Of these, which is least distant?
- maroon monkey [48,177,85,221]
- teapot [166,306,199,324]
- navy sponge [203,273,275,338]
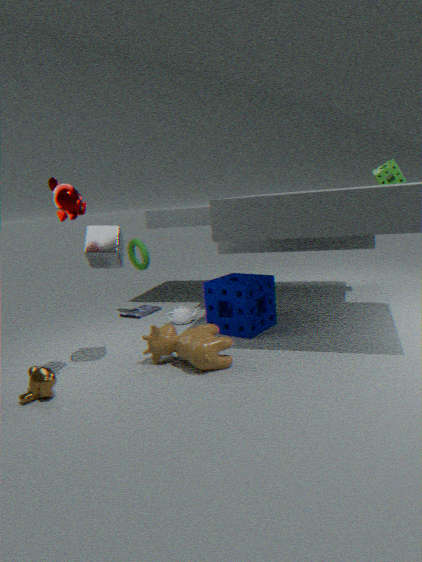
maroon monkey [48,177,85,221]
